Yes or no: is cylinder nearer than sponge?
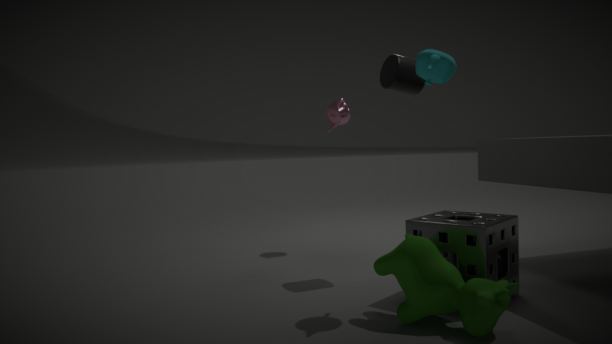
No
